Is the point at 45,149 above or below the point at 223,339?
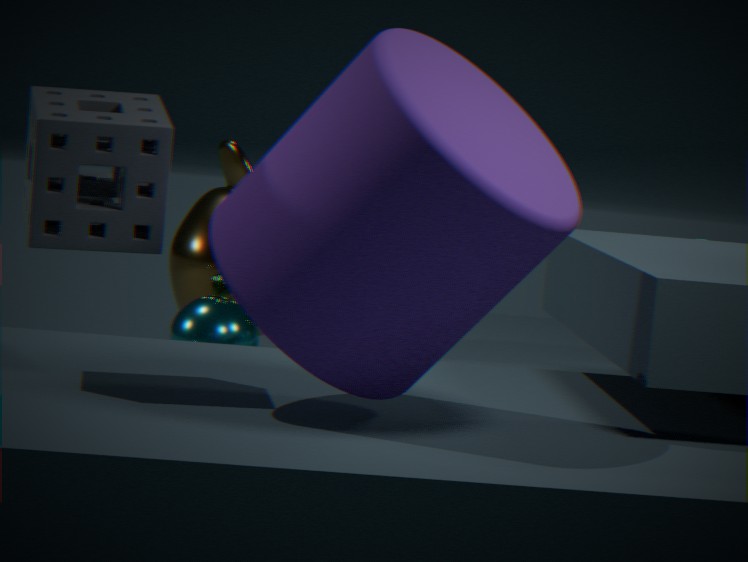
above
